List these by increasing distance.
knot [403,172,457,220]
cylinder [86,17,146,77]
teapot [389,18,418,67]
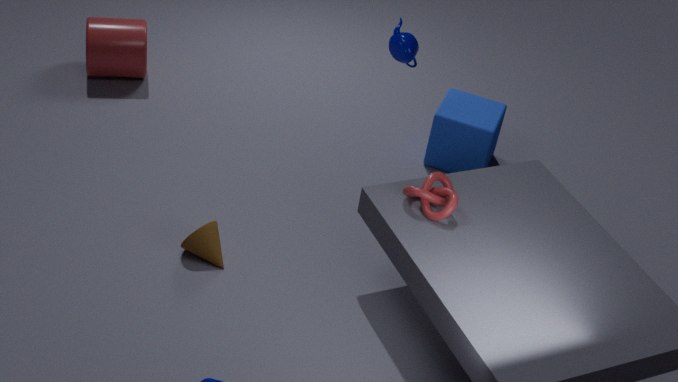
knot [403,172,457,220] → teapot [389,18,418,67] → cylinder [86,17,146,77]
